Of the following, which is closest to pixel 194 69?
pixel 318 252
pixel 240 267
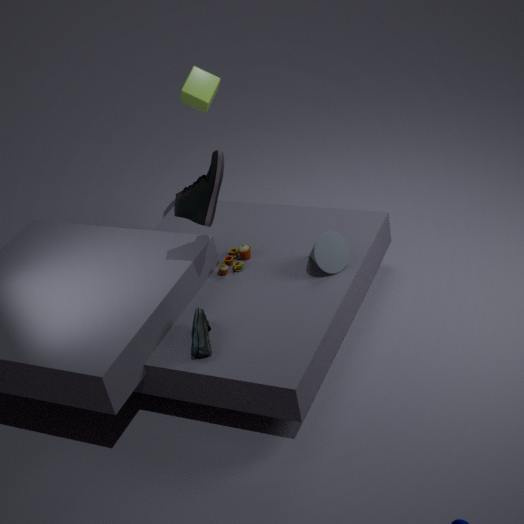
pixel 240 267
